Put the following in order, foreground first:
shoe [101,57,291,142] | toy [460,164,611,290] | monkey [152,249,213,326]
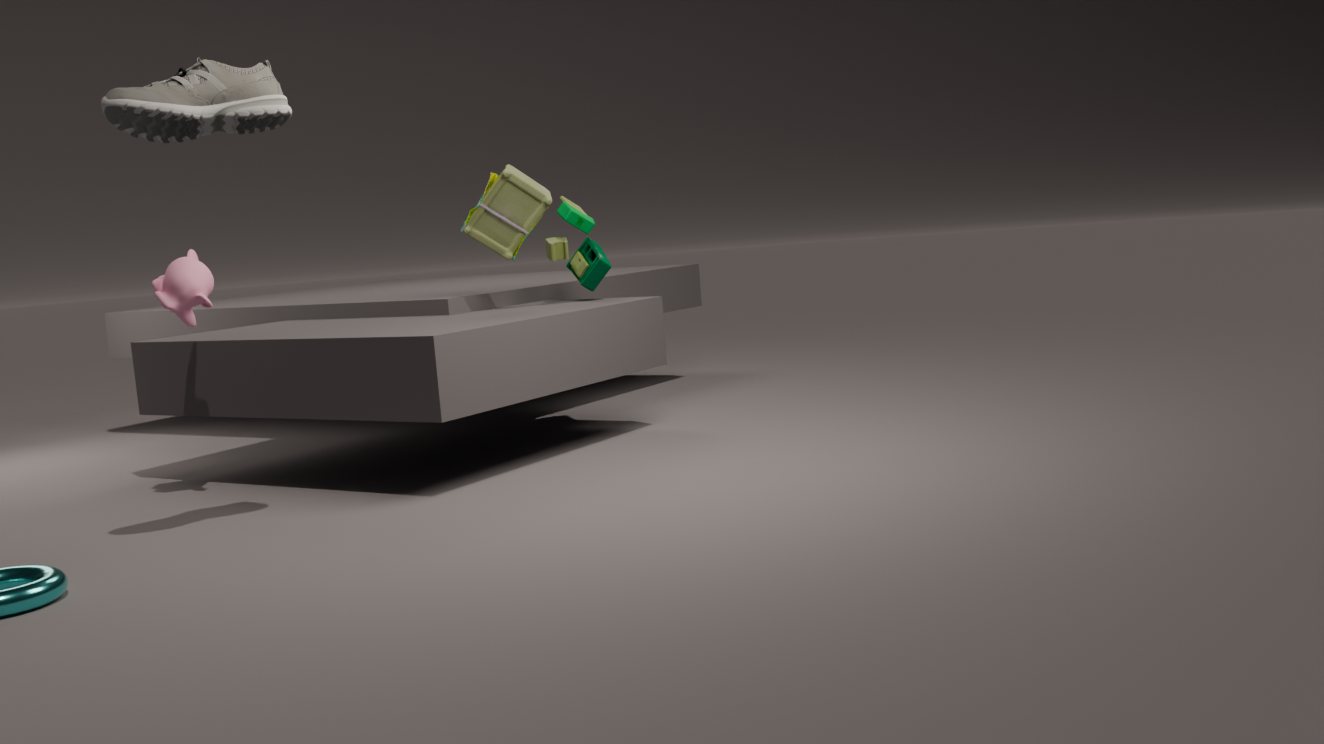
shoe [101,57,291,142] < monkey [152,249,213,326] < toy [460,164,611,290]
